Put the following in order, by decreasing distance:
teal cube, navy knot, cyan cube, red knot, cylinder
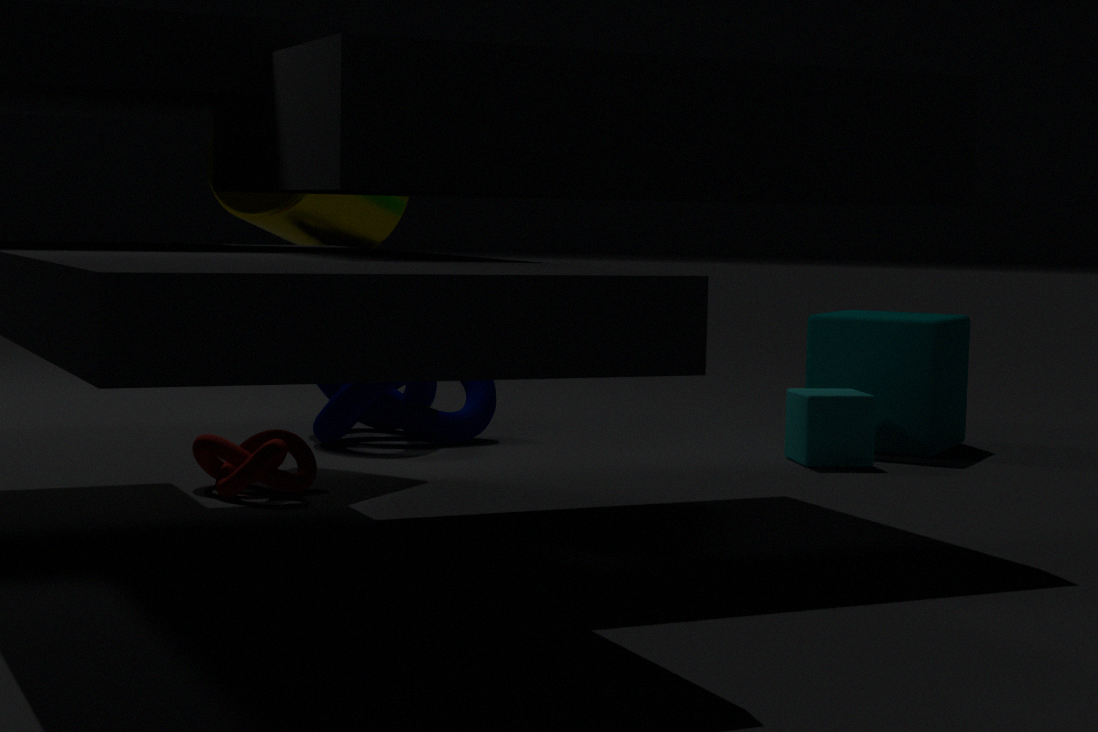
teal cube
navy knot
cyan cube
cylinder
red knot
